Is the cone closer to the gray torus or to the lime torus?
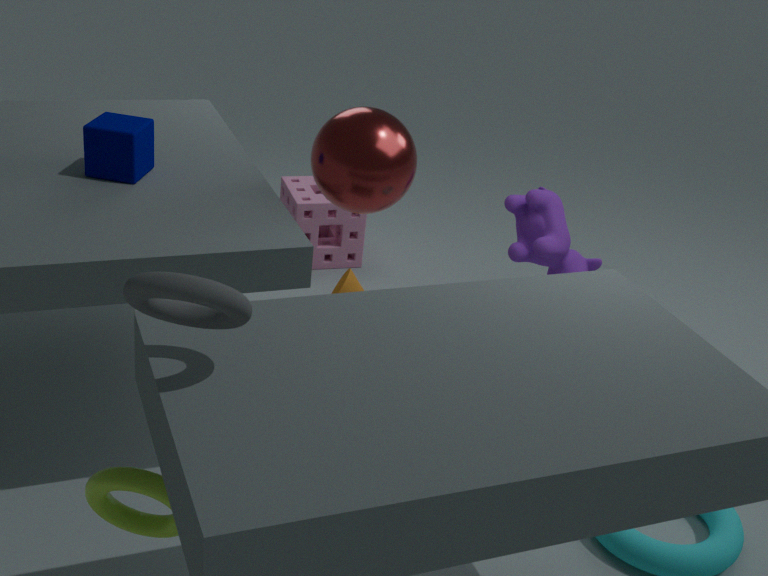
the lime torus
